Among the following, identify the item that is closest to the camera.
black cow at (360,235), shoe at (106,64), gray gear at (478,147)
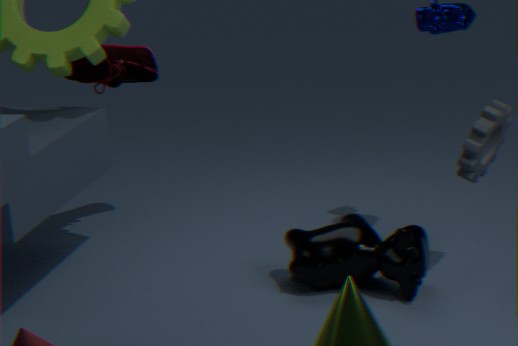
gray gear at (478,147)
